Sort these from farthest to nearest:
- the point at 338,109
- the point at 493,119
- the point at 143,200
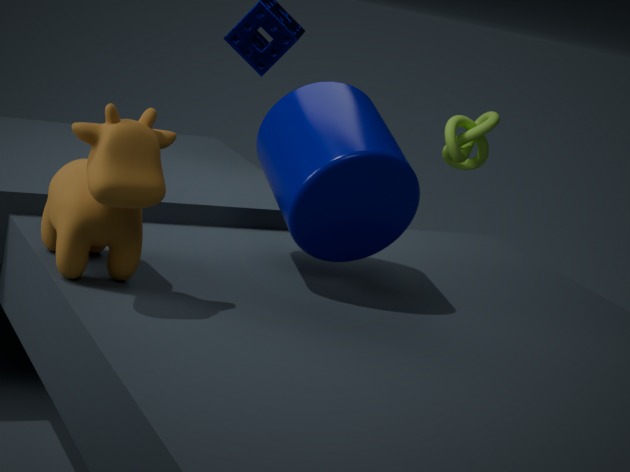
the point at 493,119, the point at 338,109, the point at 143,200
